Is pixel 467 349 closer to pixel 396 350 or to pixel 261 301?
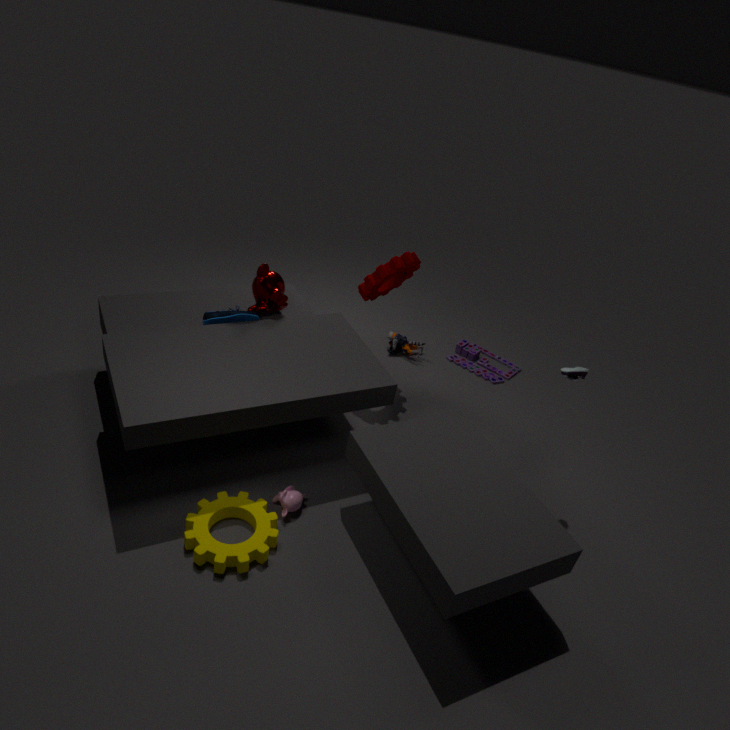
pixel 396 350
